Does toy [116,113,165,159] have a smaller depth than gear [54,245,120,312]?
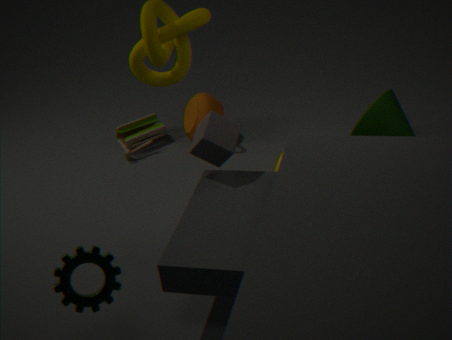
No
